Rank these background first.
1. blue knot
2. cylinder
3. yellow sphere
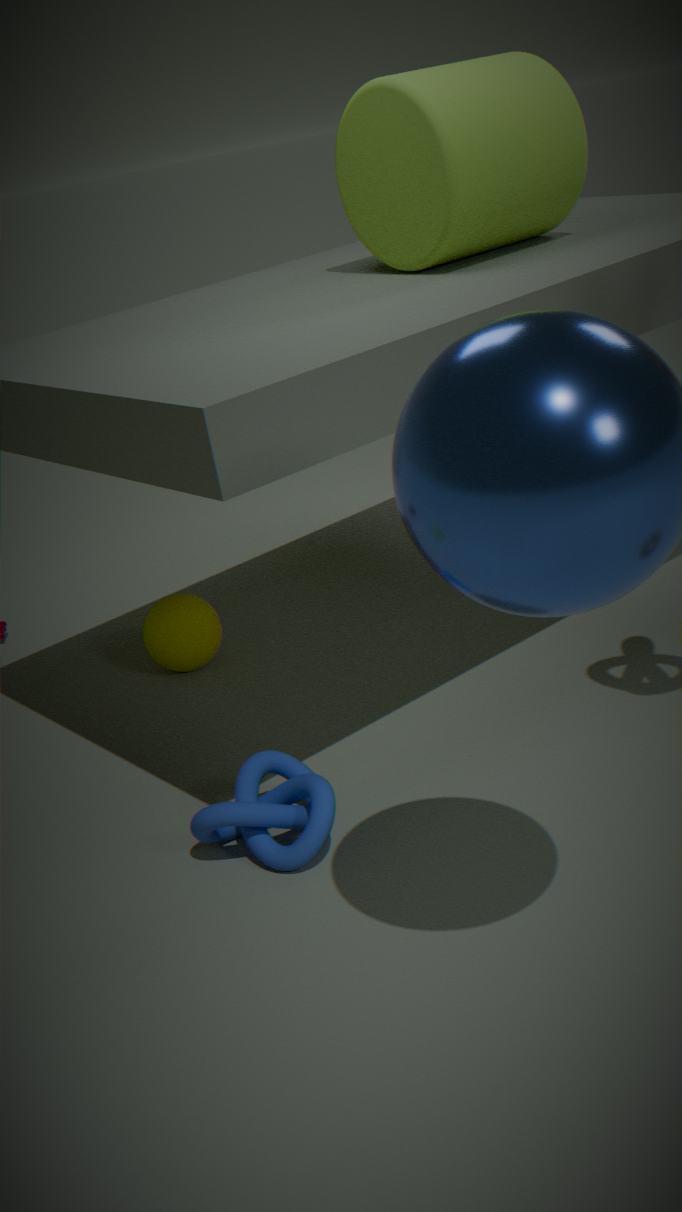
yellow sphere, cylinder, blue knot
